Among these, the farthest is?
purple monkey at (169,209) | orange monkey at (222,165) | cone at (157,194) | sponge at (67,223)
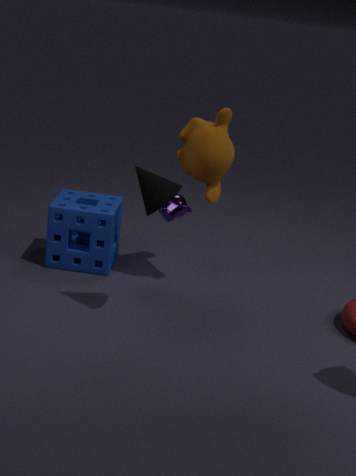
sponge at (67,223)
